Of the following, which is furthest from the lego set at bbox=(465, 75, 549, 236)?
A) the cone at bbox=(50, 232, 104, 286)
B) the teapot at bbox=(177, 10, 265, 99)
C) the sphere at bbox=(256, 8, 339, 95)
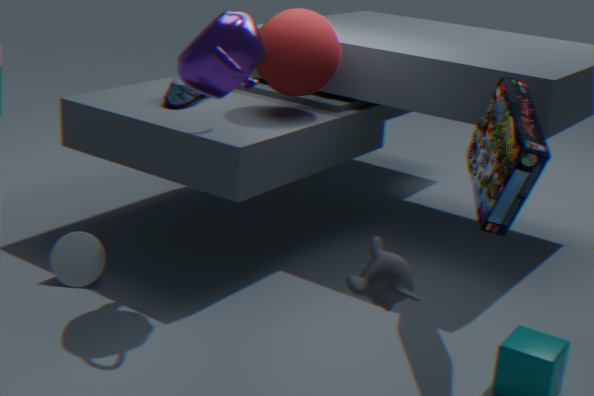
the cone at bbox=(50, 232, 104, 286)
